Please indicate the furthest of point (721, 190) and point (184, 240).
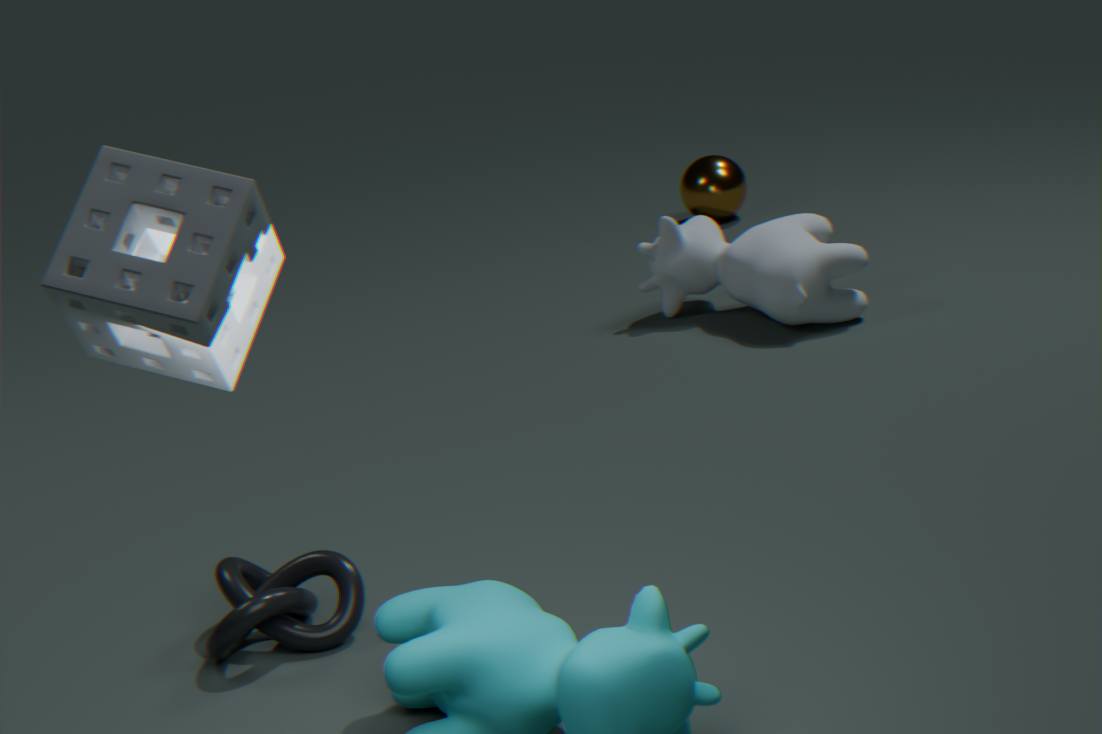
point (721, 190)
